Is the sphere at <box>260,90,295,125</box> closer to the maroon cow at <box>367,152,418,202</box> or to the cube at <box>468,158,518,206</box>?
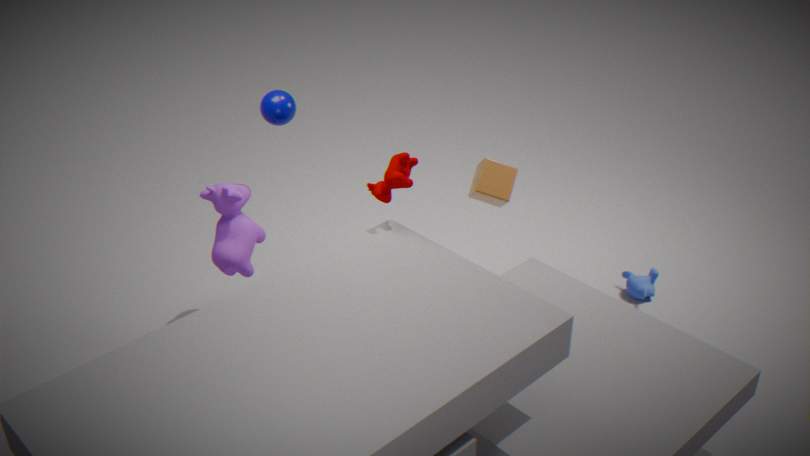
the maroon cow at <box>367,152,418,202</box>
